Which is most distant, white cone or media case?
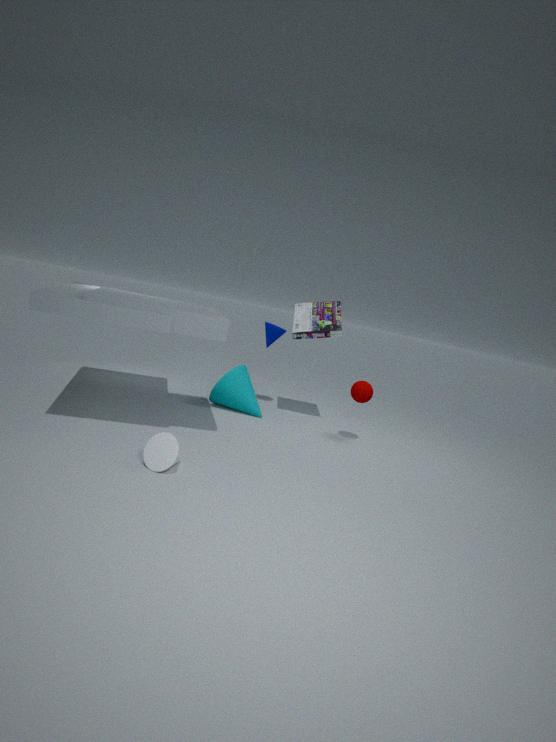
media case
